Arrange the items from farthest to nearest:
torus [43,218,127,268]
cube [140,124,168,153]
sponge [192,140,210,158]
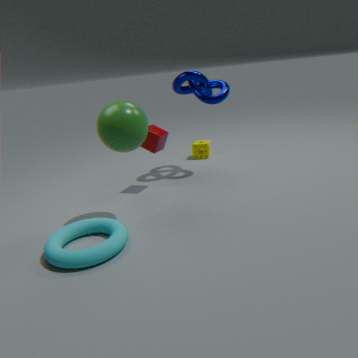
sponge [192,140,210,158], cube [140,124,168,153], torus [43,218,127,268]
